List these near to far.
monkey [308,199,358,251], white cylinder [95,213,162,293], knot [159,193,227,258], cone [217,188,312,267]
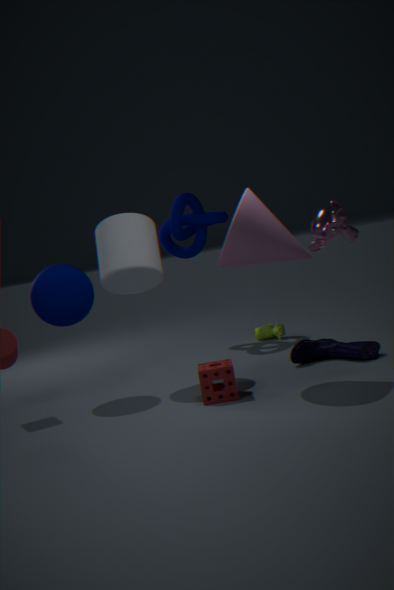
monkey [308,199,358,251] → cone [217,188,312,267] → white cylinder [95,213,162,293] → knot [159,193,227,258]
